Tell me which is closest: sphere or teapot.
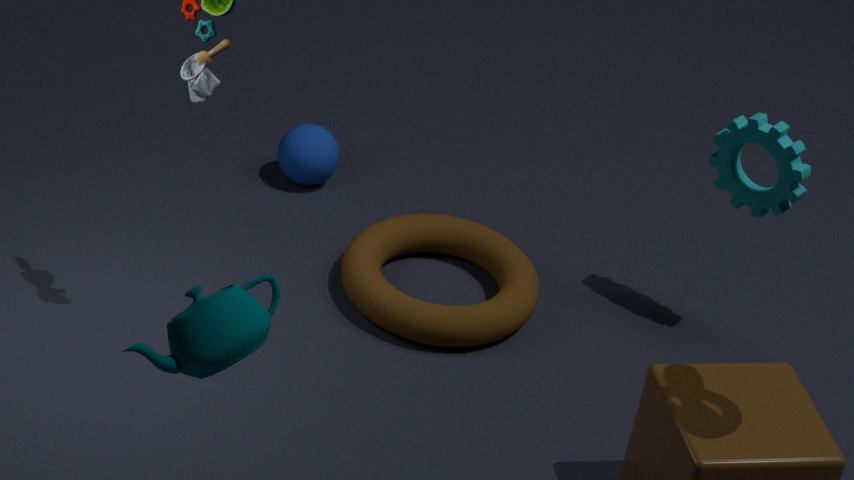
teapot
